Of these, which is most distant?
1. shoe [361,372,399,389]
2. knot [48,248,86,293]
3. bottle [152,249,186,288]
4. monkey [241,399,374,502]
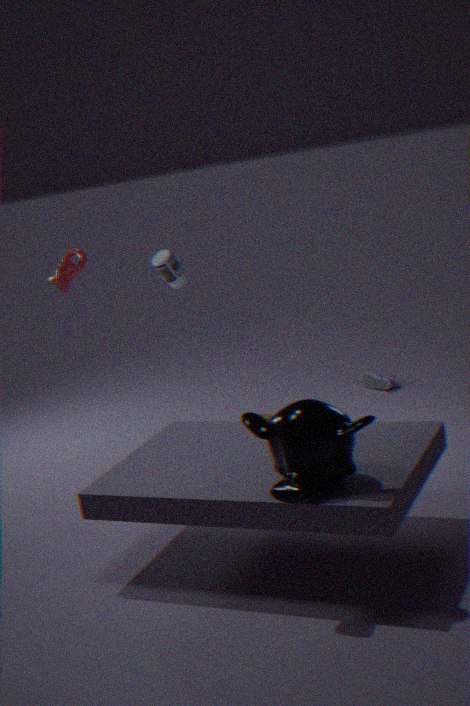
shoe [361,372,399,389]
